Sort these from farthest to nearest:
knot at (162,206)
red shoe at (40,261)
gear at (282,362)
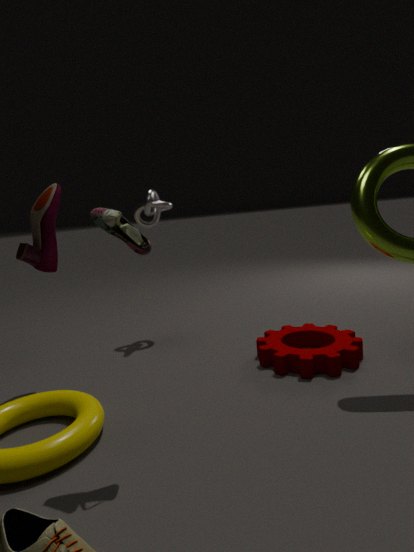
knot at (162,206) < red shoe at (40,261) < gear at (282,362)
